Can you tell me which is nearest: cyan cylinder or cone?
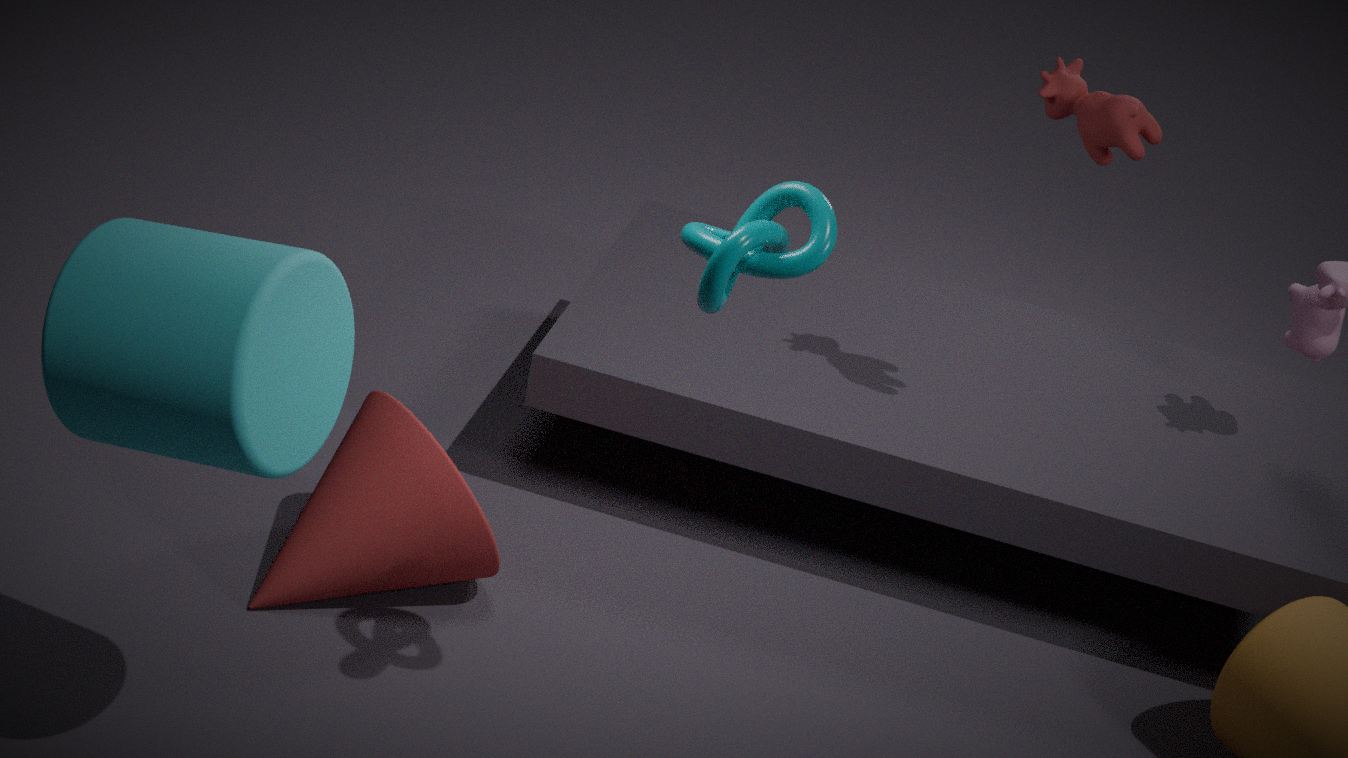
cyan cylinder
